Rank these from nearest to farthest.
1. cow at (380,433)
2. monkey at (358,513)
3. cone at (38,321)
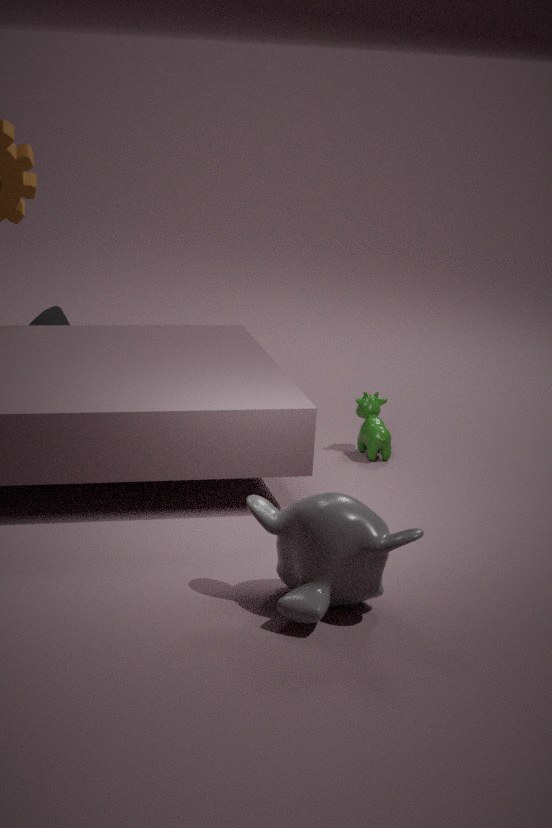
monkey at (358,513), cow at (380,433), cone at (38,321)
